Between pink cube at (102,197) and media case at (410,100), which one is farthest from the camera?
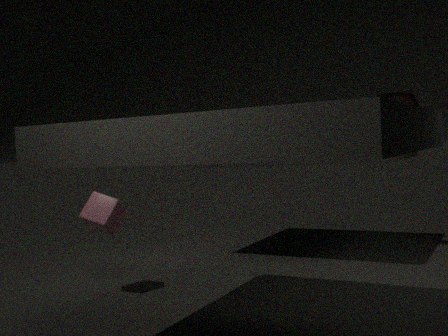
media case at (410,100)
